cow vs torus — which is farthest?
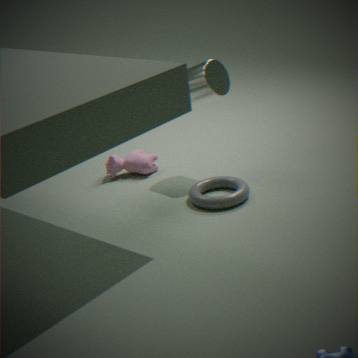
cow
